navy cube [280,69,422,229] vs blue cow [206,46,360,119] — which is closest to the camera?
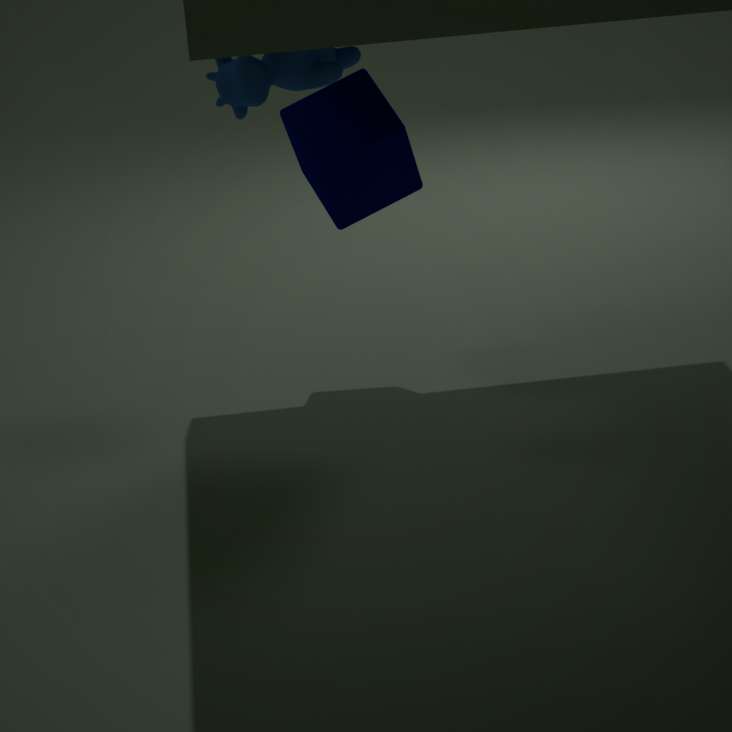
blue cow [206,46,360,119]
